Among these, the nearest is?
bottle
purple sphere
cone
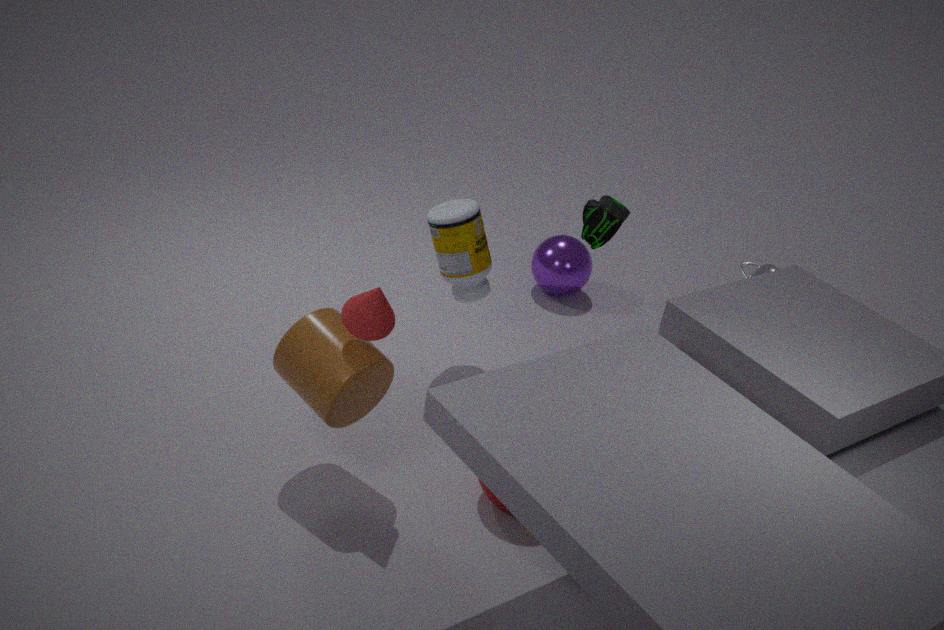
cone
